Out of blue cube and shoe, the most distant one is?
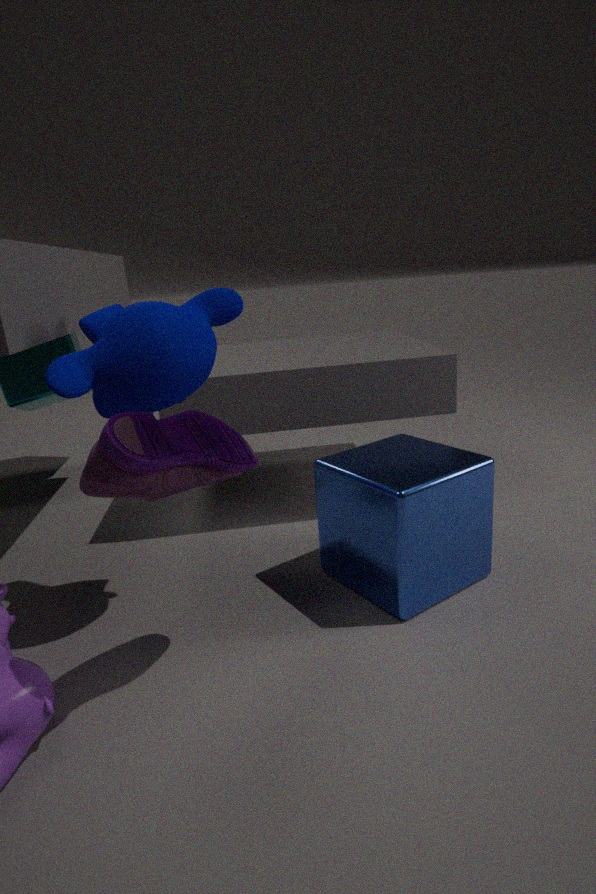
blue cube
